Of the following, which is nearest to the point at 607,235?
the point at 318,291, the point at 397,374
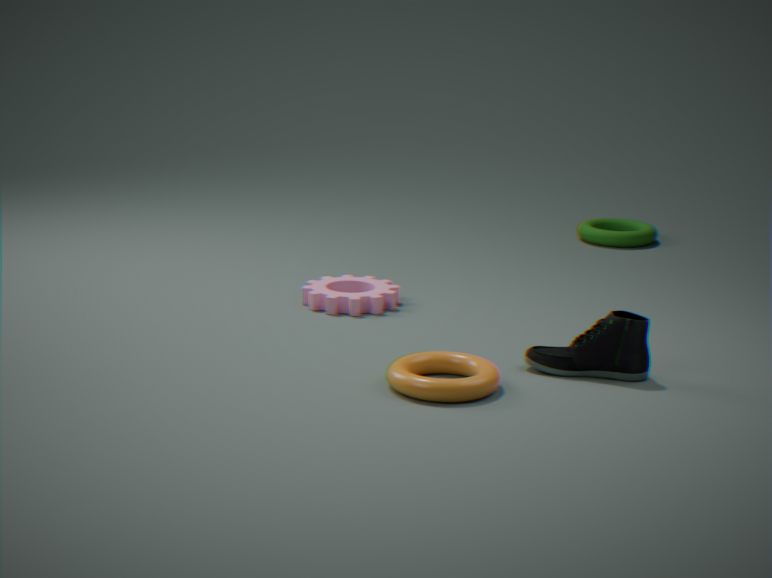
the point at 318,291
